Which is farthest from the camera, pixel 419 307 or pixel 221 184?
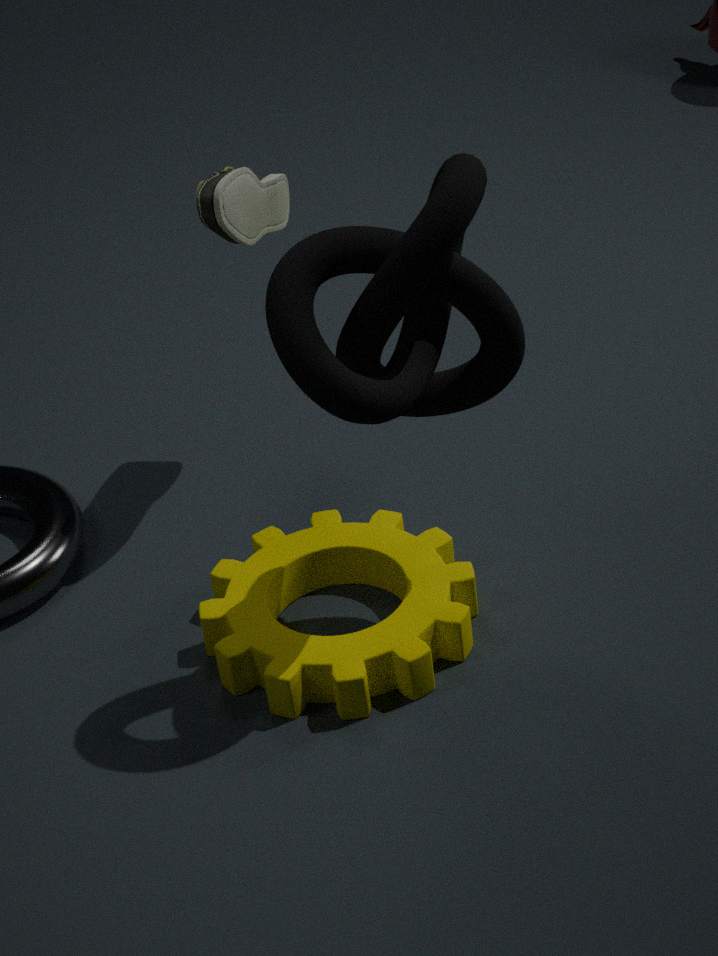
pixel 221 184
